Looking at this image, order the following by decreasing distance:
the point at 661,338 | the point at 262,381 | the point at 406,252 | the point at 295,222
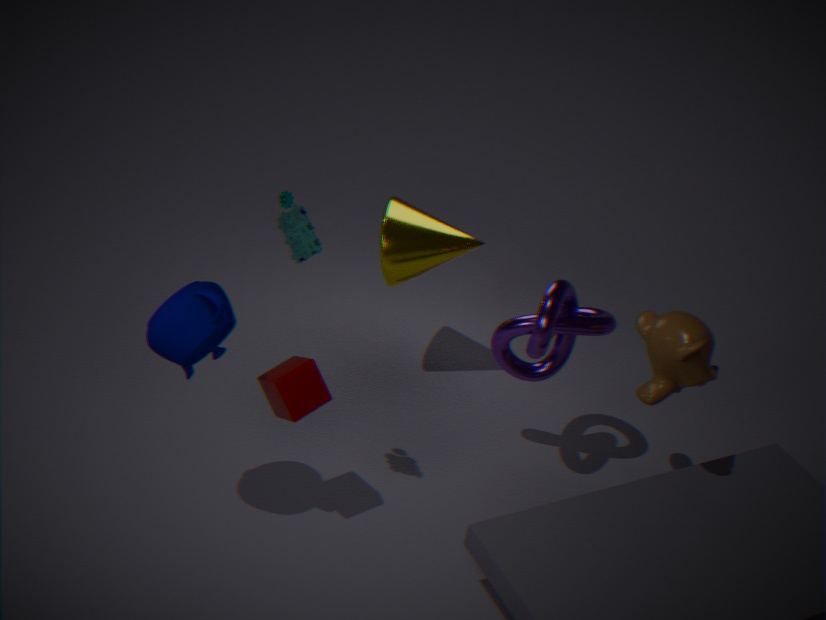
1. the point at 406,252
2. the point at 661,338
3. the point at 262,381
4. the point at 295,222
